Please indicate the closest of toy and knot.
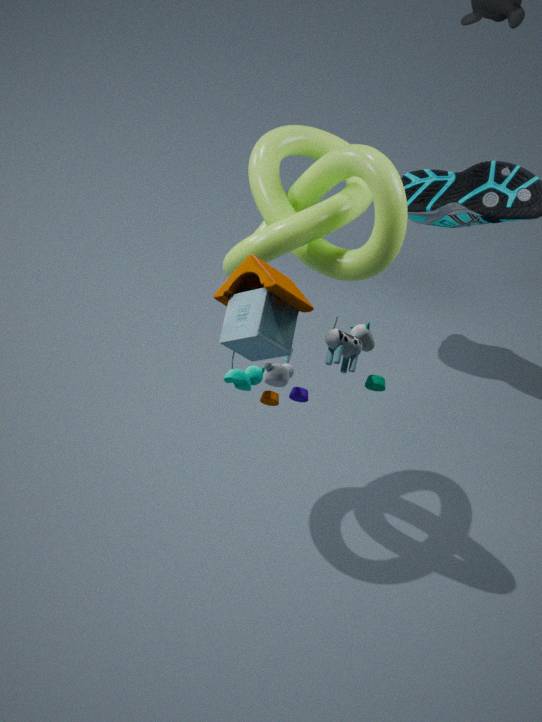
toy
